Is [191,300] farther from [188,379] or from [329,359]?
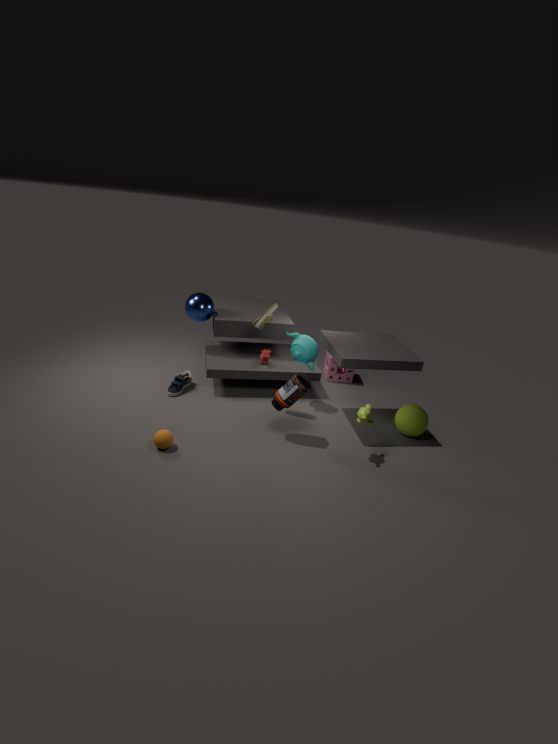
[329,359]
